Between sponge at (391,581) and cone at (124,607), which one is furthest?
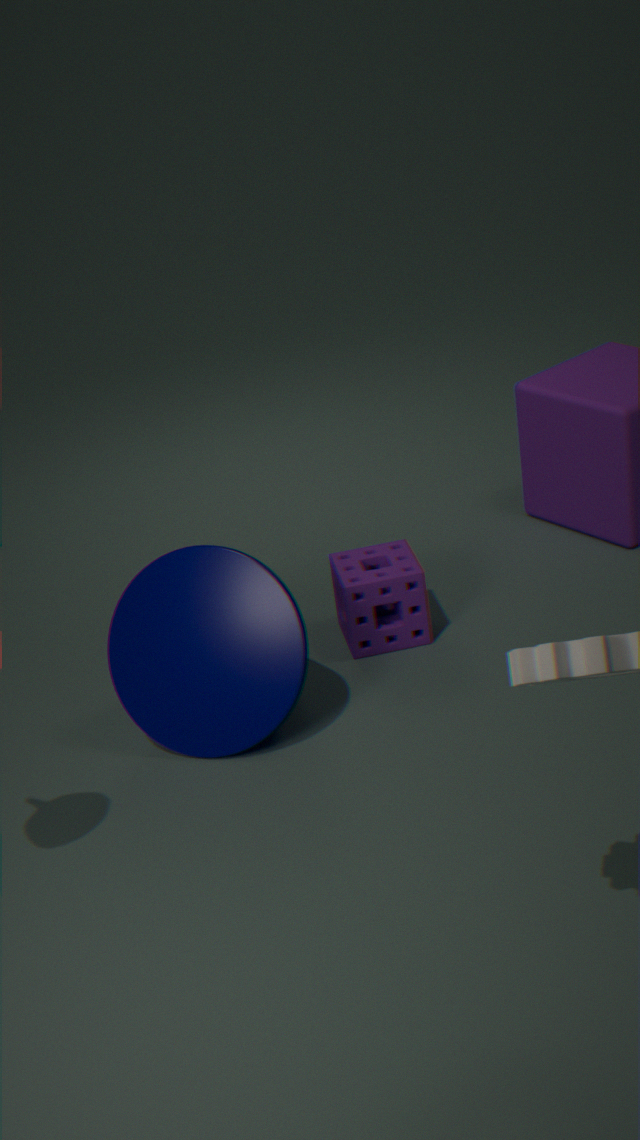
sponge at (391,581)
